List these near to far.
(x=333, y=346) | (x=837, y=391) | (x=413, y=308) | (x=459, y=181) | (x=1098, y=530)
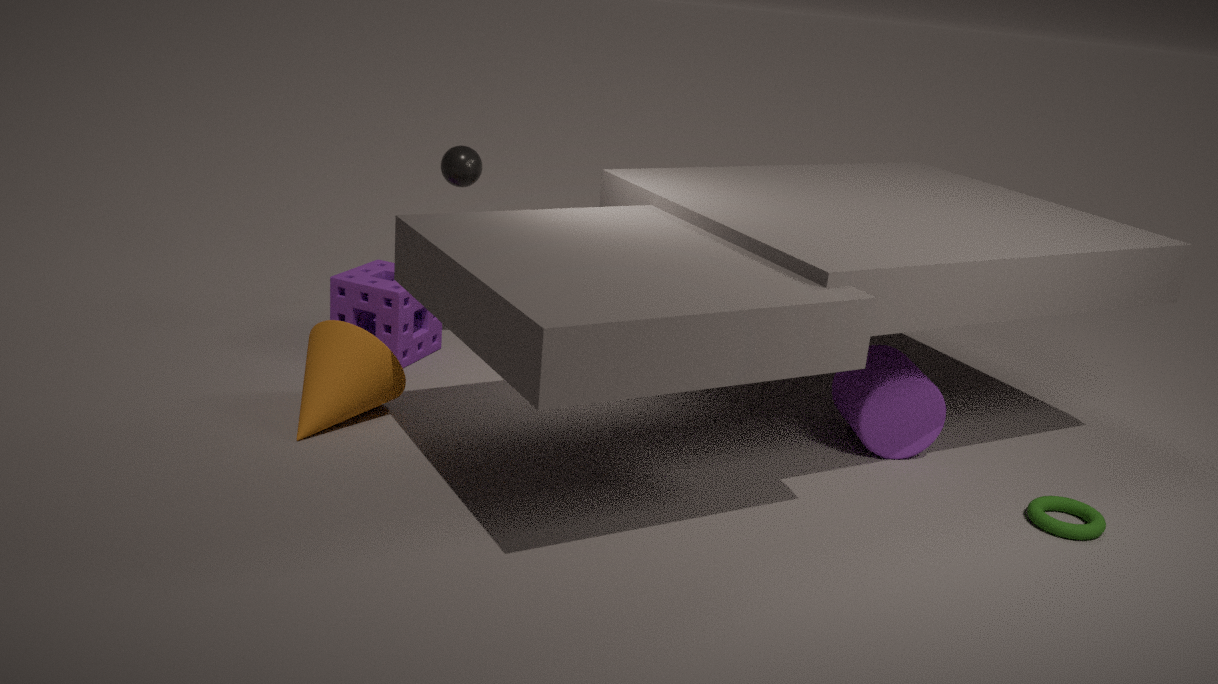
1. (x=1098, y=530)
2. (x=333, y=346)
3. (x=837, y=391)
4. (x=459, y=181)
5. (x=413, y=308)
